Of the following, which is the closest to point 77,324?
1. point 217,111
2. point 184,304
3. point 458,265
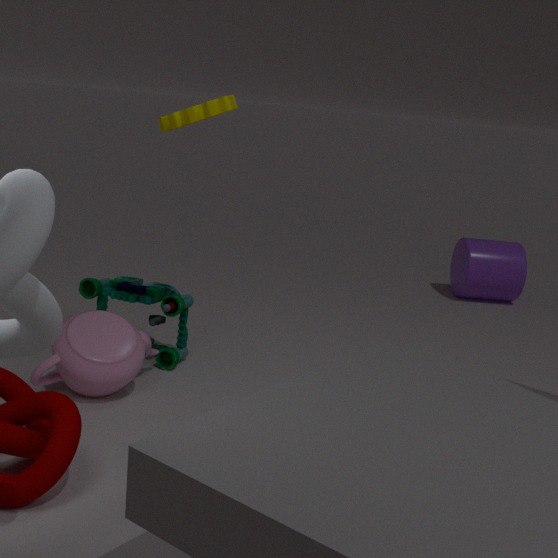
point 184,304
